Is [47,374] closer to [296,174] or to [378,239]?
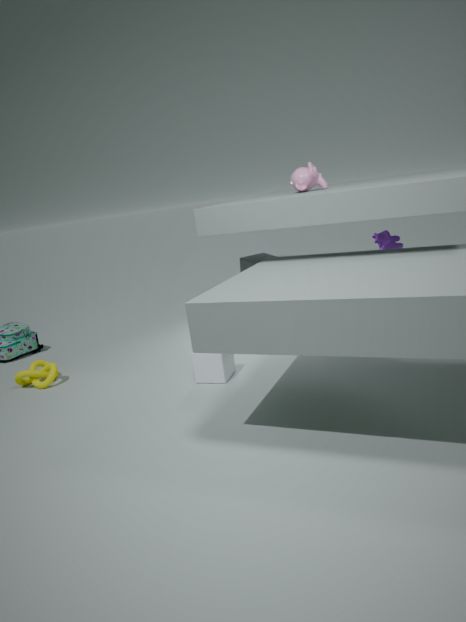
[296,174]
